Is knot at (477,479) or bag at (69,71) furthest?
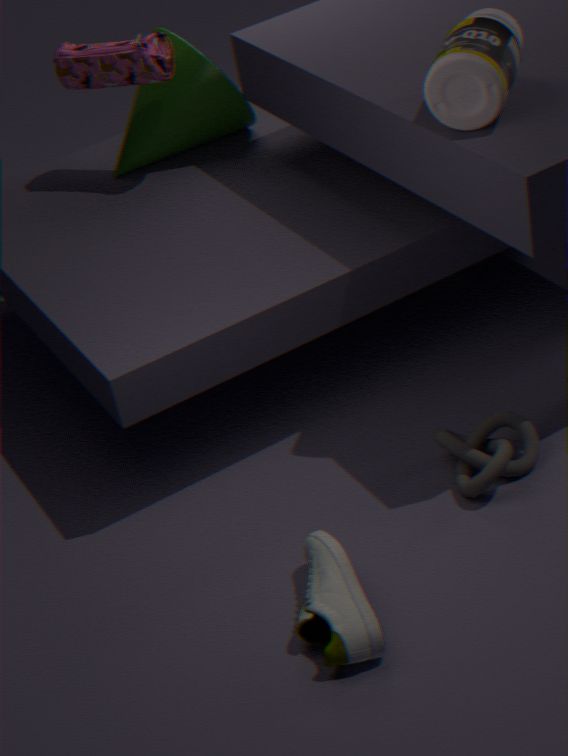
bag at (69,71)
